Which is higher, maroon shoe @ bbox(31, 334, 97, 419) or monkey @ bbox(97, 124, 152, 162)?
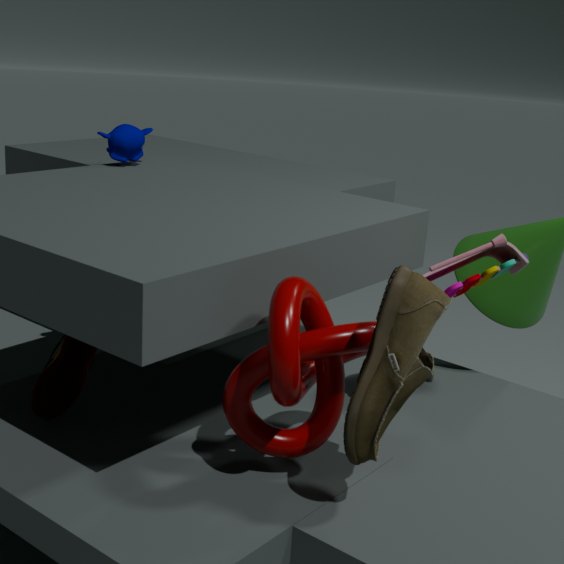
monkey @ bbox(97, 124, 152, 162)
